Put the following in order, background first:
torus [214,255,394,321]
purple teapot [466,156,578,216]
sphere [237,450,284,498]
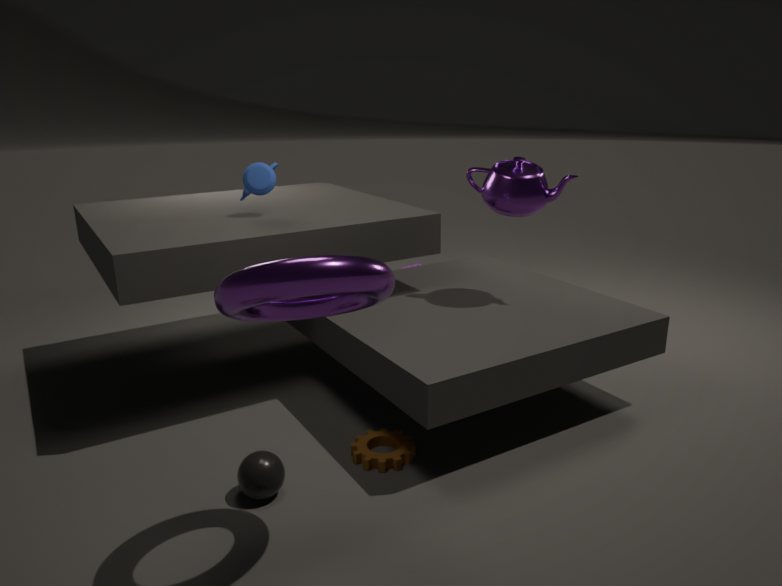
purple teapot [466,156,578,216], sphere [237,450,284,498], torus [214,255,394,321]
